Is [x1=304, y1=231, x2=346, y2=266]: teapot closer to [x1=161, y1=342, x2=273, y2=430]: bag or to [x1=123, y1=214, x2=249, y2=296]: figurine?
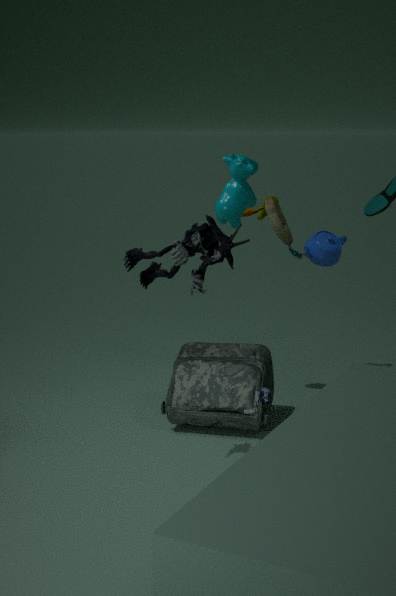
[x1=161, y1=342, x2=273, y2=430]: bag
